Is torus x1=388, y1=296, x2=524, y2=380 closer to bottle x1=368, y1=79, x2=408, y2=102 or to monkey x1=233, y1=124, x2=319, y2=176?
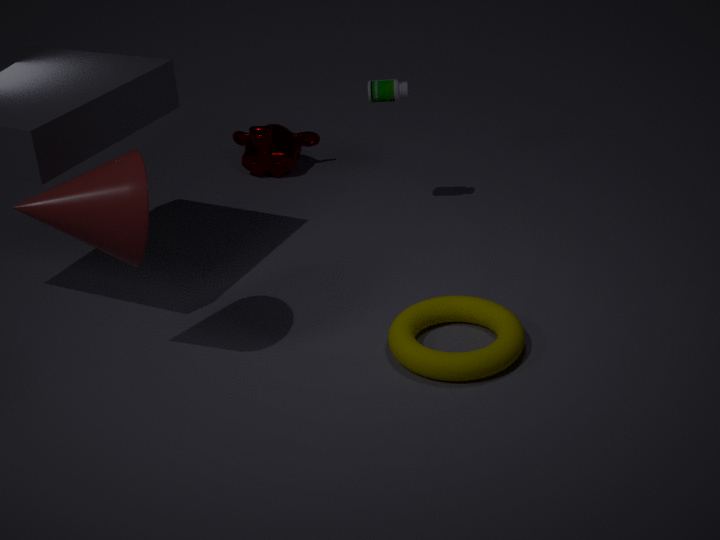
bottle x1=368, y1=79, x2=408, y2=102
